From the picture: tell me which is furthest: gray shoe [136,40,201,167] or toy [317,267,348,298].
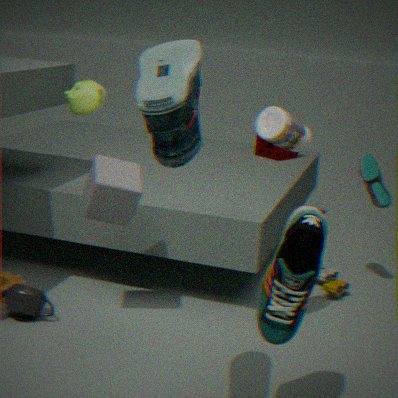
toy [317,267,348,298]
